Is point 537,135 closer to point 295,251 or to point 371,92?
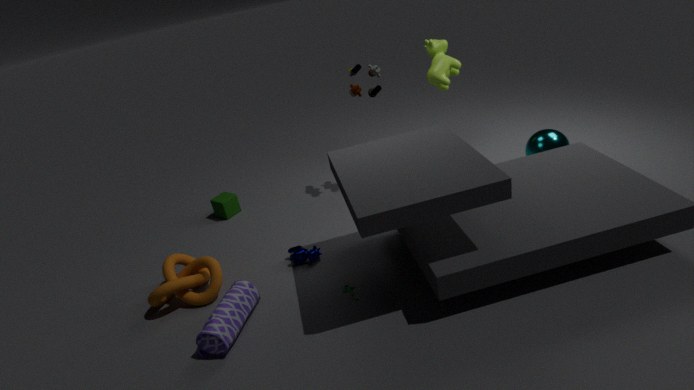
point 371,92
